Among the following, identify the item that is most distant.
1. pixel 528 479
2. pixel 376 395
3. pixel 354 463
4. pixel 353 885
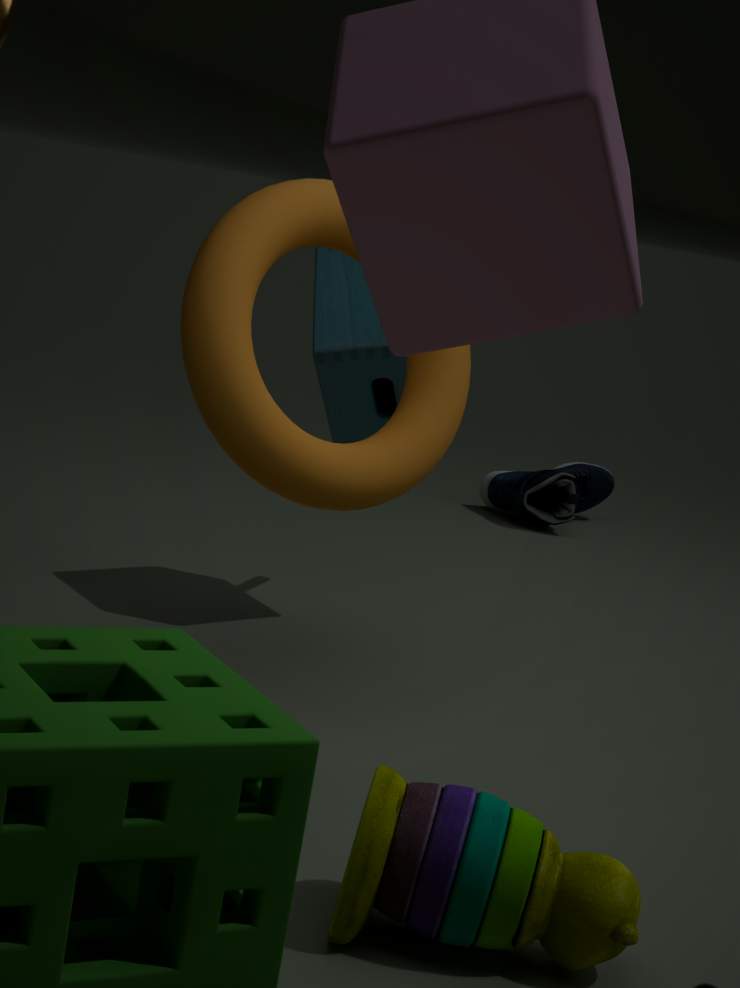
pixel 528 479
